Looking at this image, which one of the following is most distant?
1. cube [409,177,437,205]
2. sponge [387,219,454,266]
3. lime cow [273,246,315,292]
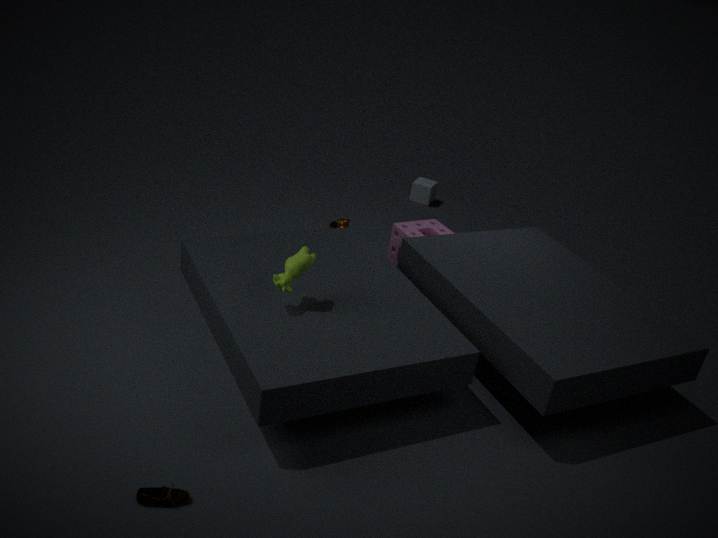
cube [409,177,437,205]
